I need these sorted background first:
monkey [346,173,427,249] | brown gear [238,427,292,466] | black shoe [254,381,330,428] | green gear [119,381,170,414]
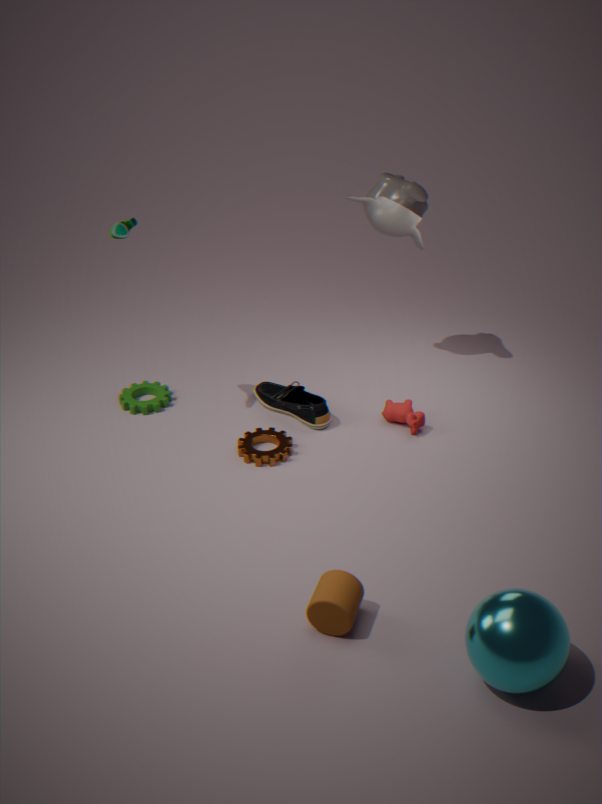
1. green gear [119,381,170,414]
2. monkey [346,173,427,249]
3. black shoe [254,381,330,428]
4. brown gear [238,427,292,466]
